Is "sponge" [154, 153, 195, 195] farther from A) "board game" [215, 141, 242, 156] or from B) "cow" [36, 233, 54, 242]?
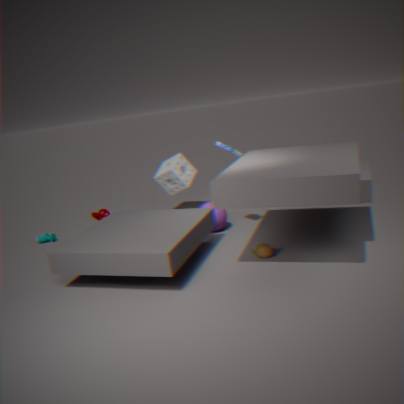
B) "cow" [36, 233, 54, 242]
